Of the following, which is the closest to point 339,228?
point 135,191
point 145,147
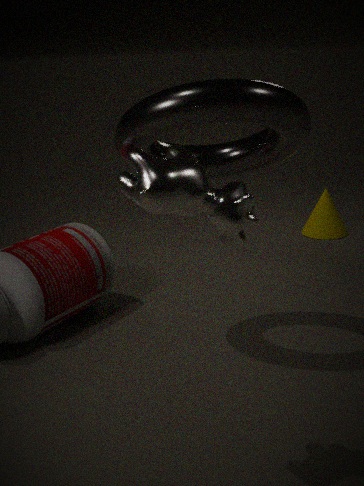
point 145,147
